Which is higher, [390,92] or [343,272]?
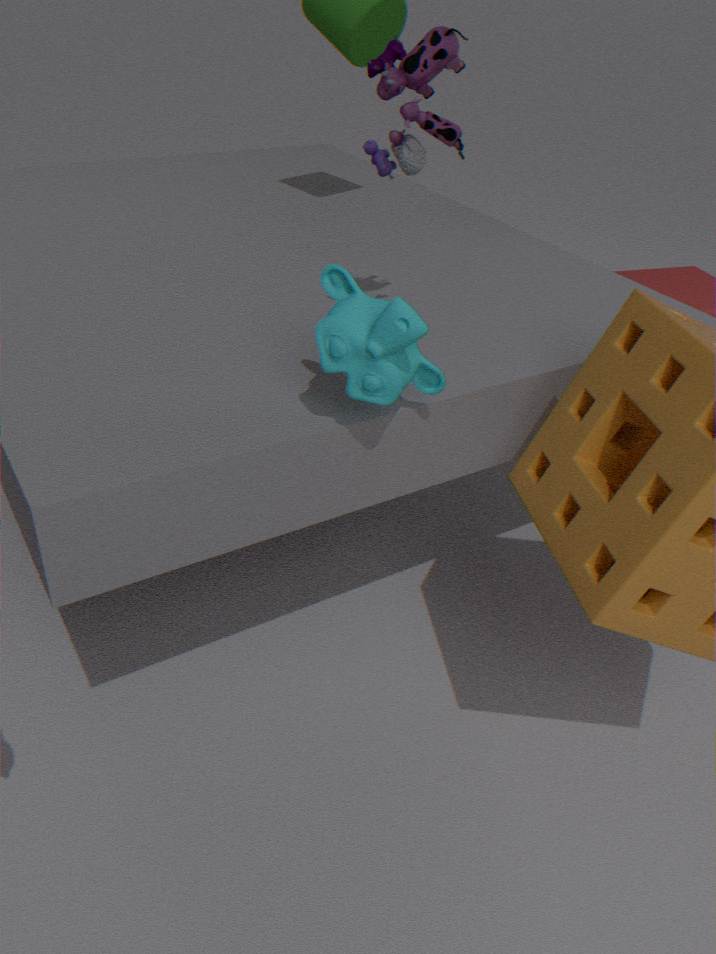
[390,92]
